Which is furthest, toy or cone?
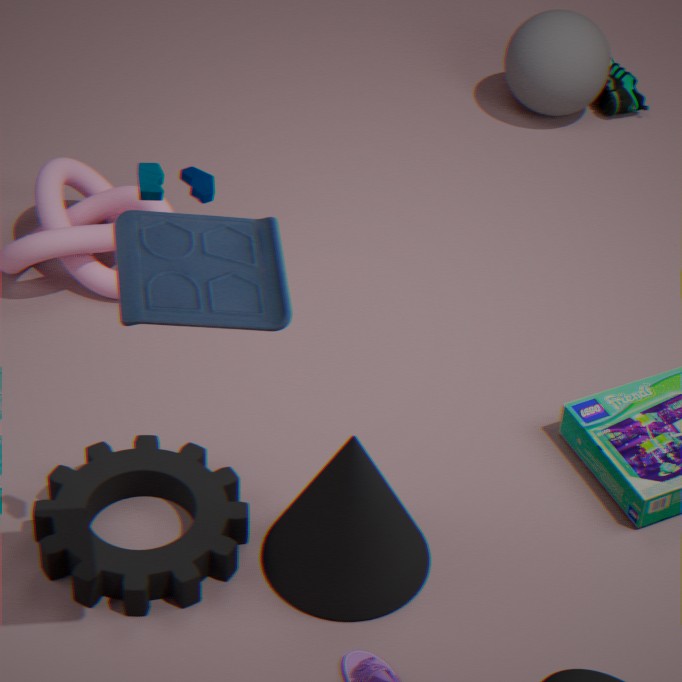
cone
